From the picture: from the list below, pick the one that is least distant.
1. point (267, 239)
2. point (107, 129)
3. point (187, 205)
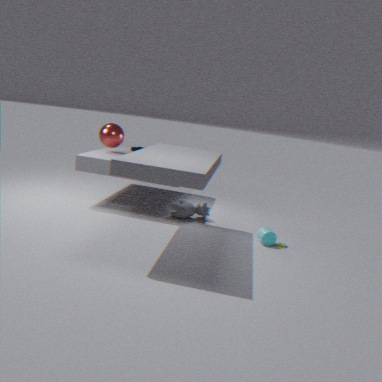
point (267, 239)
